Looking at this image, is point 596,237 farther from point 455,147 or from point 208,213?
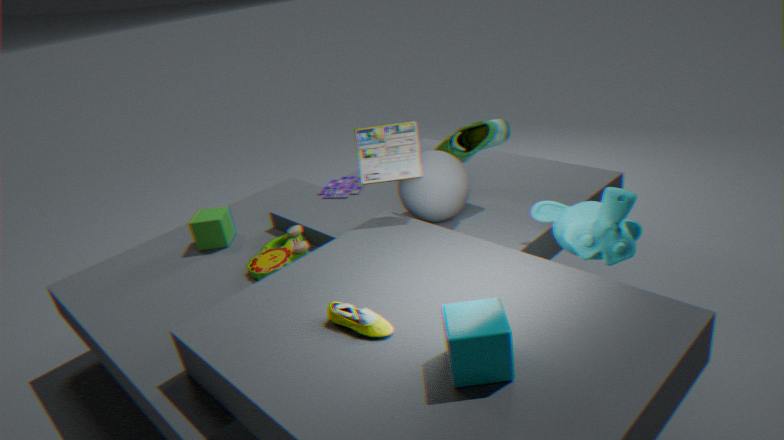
point 208,213
